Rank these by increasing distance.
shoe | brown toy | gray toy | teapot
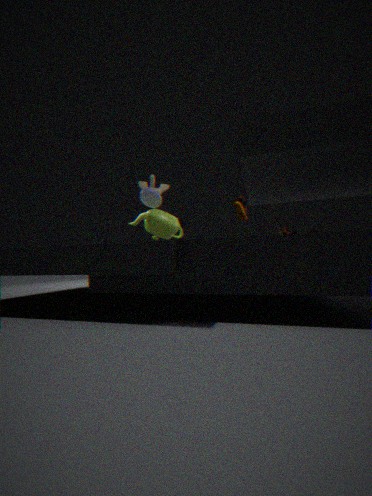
brown toy < gray toy < teapot < shoe
